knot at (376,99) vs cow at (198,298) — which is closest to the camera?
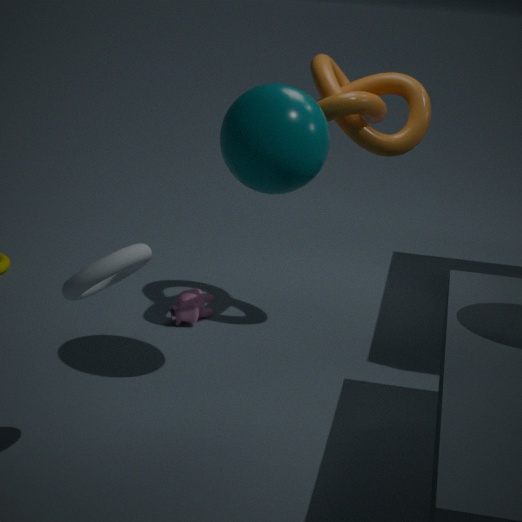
knot at (376,99)
